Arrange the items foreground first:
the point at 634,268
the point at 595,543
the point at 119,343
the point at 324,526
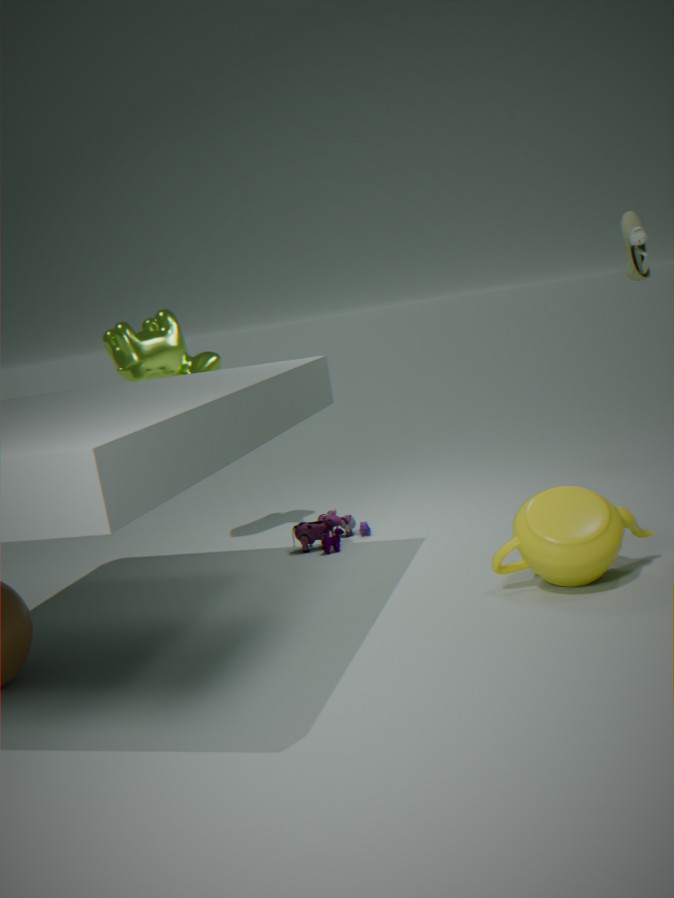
1. the point at 595,543
2. the point at 634,268
3. the point at 119,343
4. the point at 324,526
